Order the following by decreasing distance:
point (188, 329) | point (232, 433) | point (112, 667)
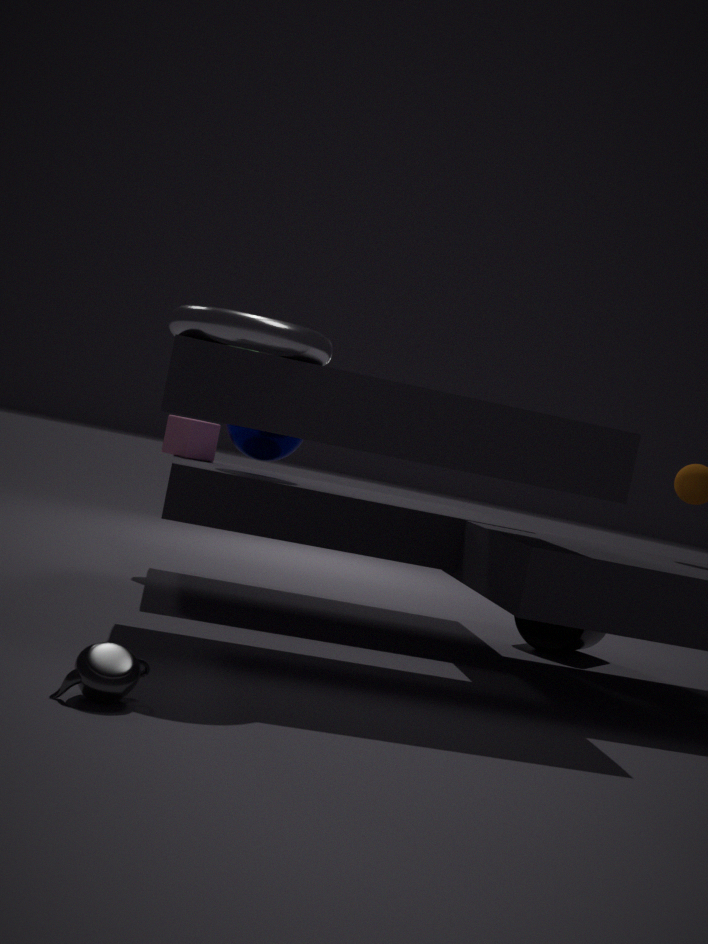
1. point (232, 433)
2. point (188, 329)
3. point (112, 667)
